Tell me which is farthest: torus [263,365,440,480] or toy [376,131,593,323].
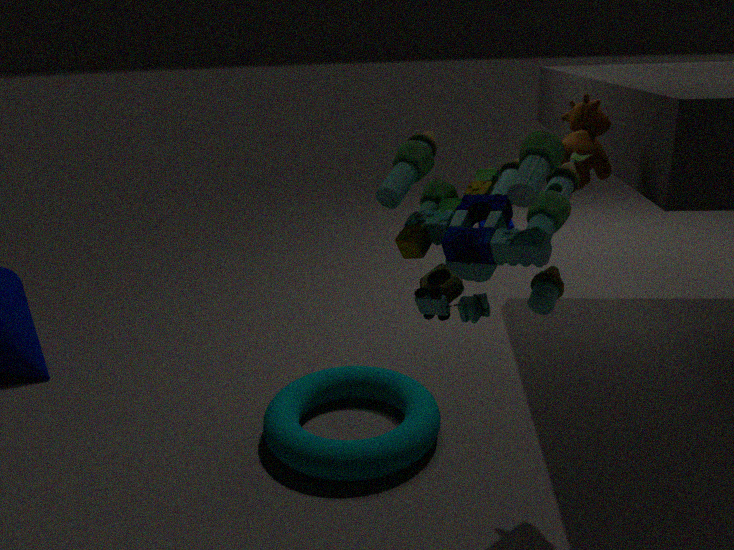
torus [263,365,440,480]
